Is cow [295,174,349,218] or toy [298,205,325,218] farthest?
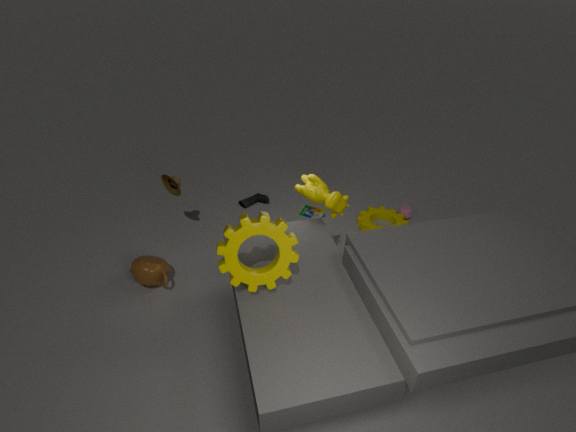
toy [298,205,325,218]
